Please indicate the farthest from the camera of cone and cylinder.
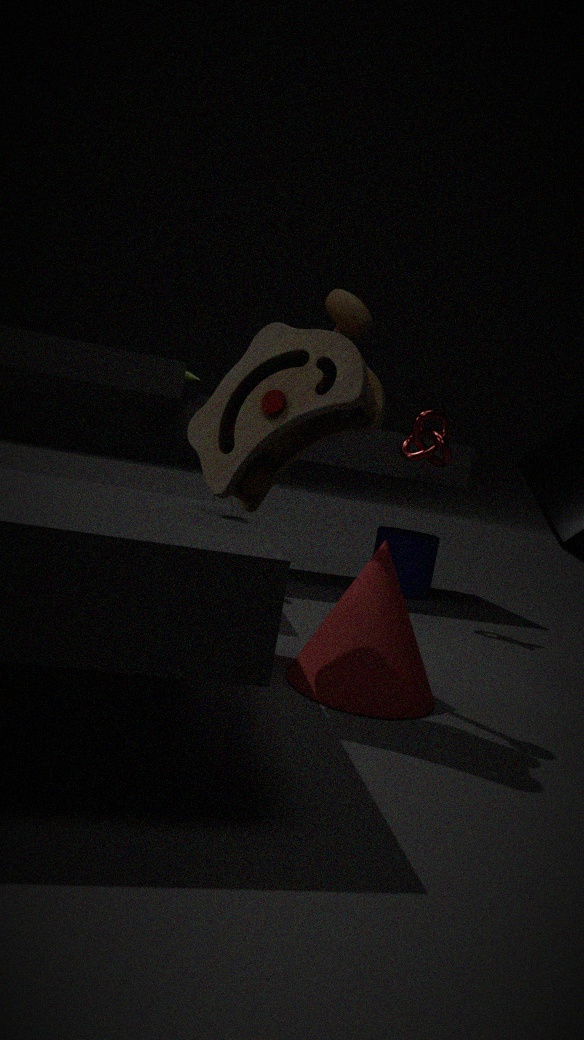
cylinder
